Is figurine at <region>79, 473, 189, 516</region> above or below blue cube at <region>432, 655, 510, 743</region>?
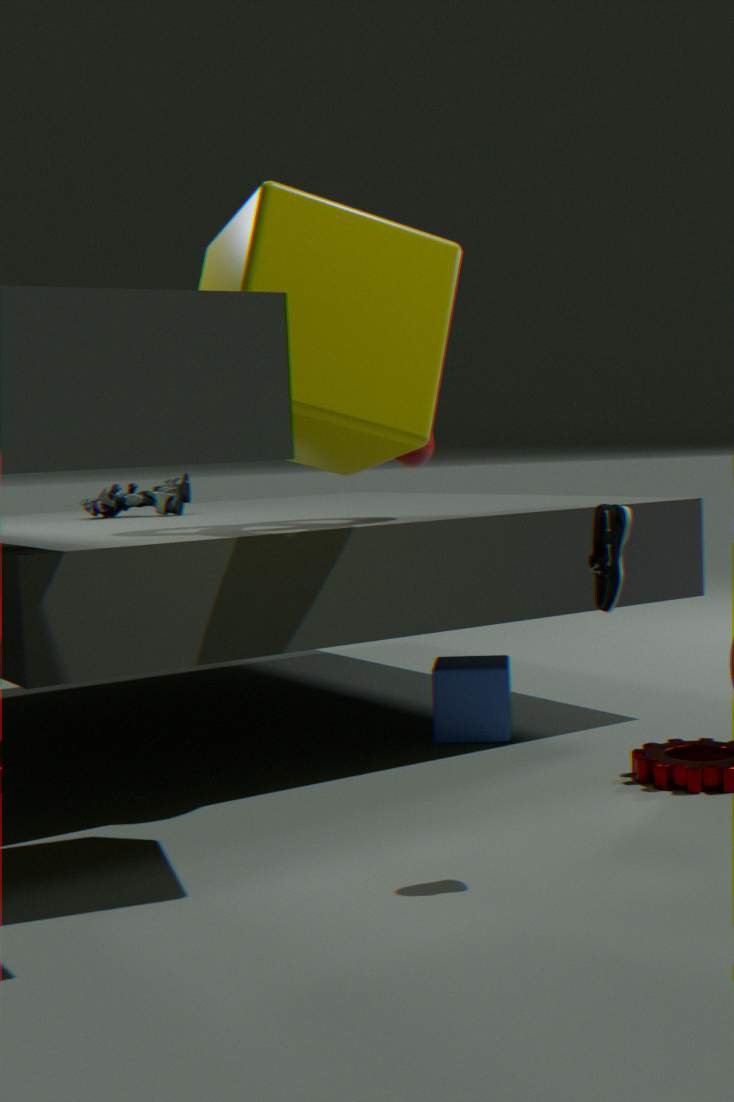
above
